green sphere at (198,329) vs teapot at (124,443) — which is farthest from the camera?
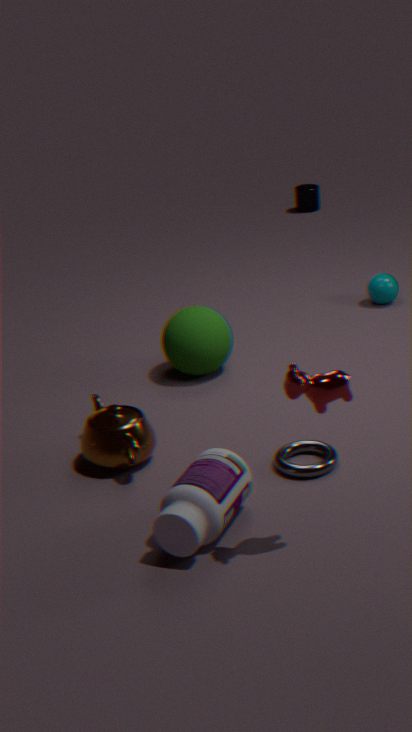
green sphere at (198,329)
